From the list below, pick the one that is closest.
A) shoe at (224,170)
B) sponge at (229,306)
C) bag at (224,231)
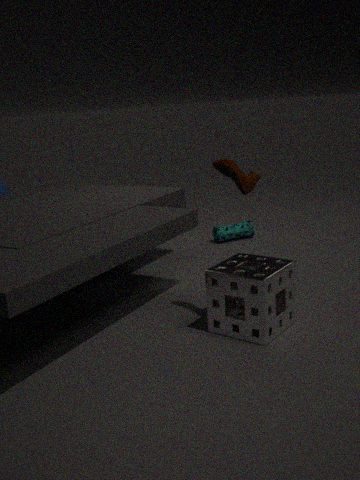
sponge at (229,306)
